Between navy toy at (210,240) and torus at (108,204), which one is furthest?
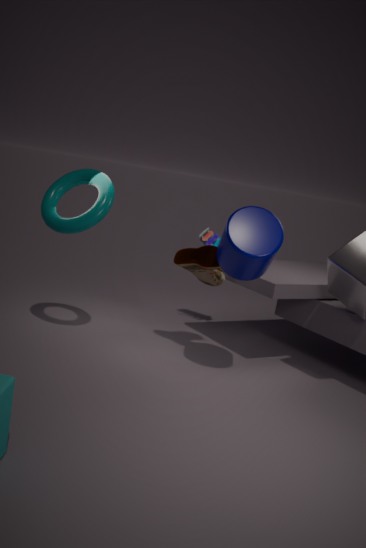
navy toy at (210,240)
